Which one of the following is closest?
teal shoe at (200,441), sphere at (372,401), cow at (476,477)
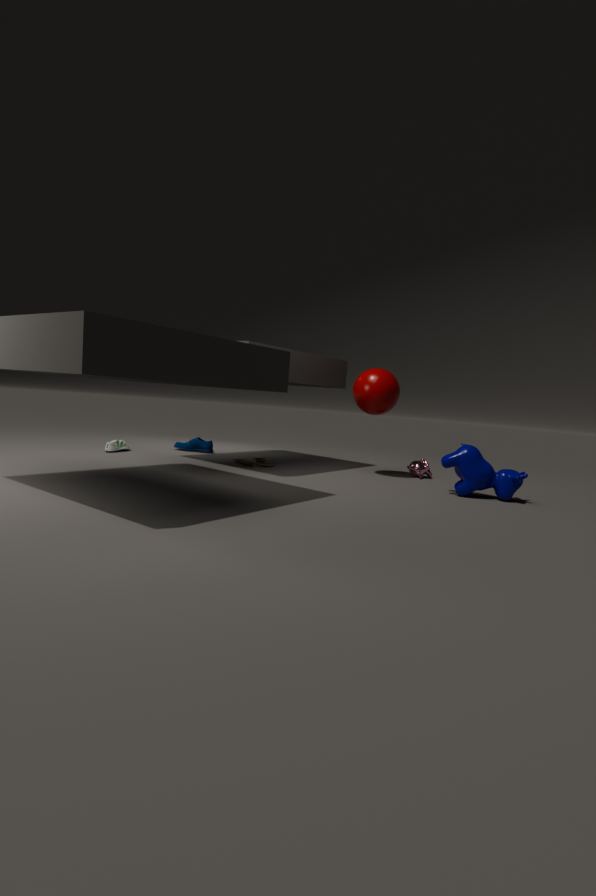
cow at (476,477)
